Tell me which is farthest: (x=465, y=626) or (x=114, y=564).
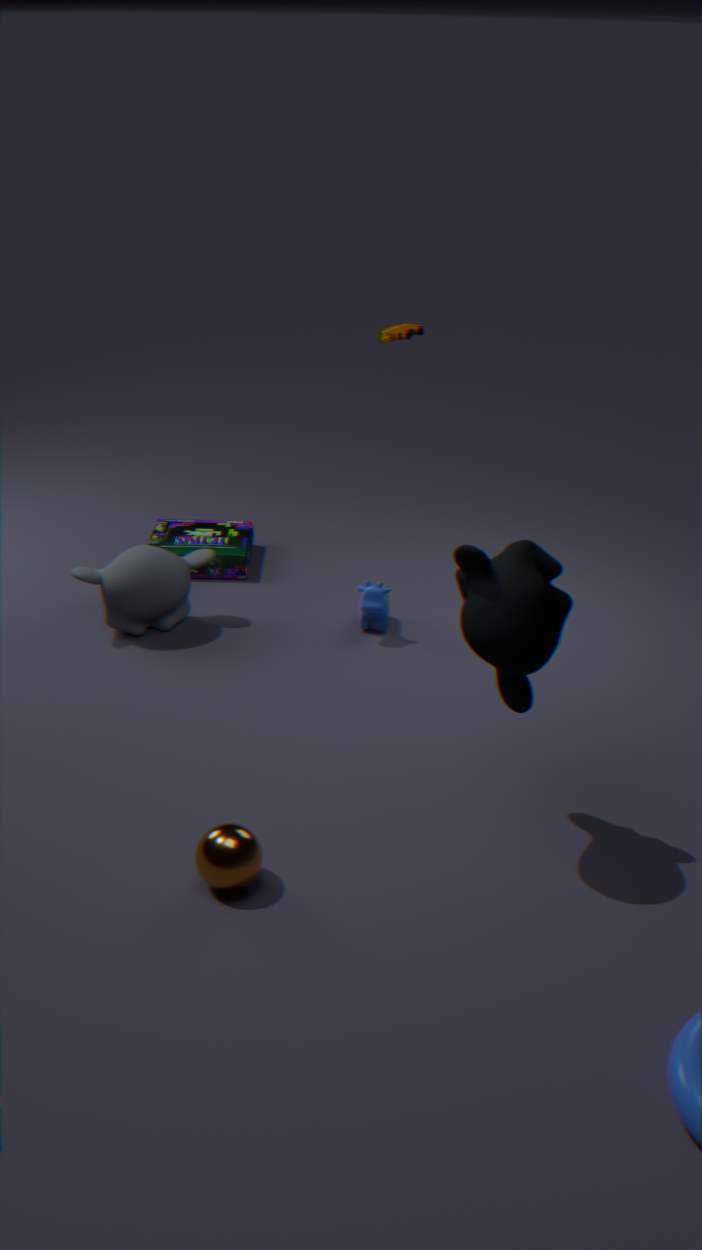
(x=114, y=564)
